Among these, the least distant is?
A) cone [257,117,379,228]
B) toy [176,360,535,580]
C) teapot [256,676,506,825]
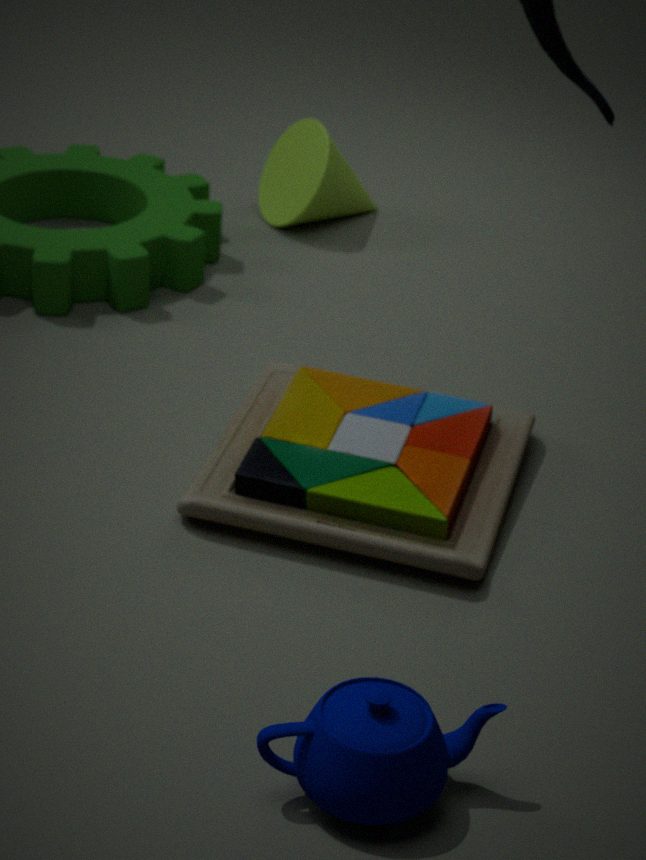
teapot [256,676,506,825]
